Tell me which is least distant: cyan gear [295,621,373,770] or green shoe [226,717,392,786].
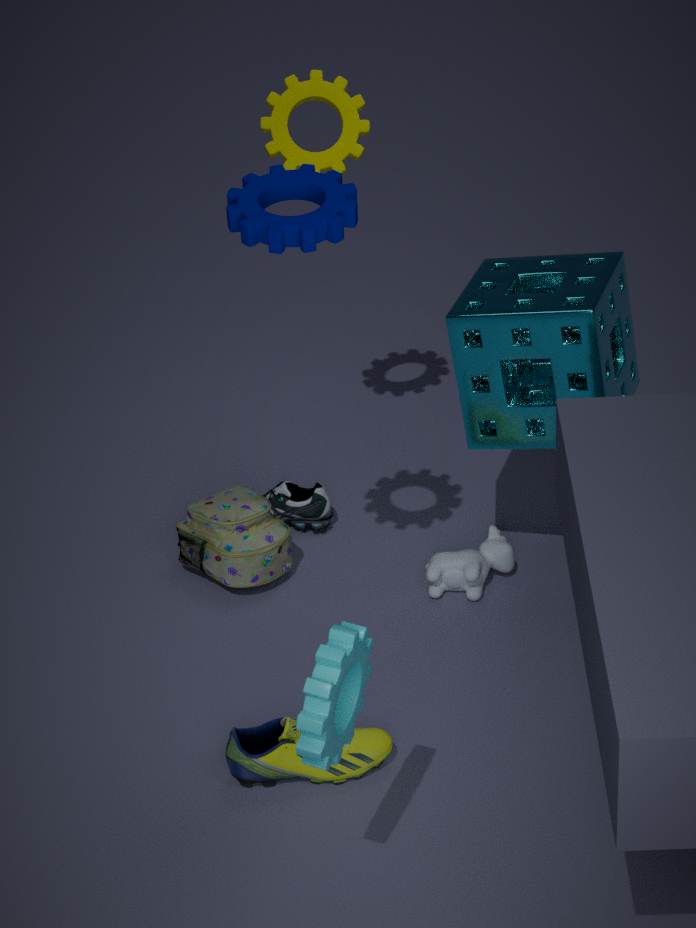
cyan gear [295,621,373,770]
